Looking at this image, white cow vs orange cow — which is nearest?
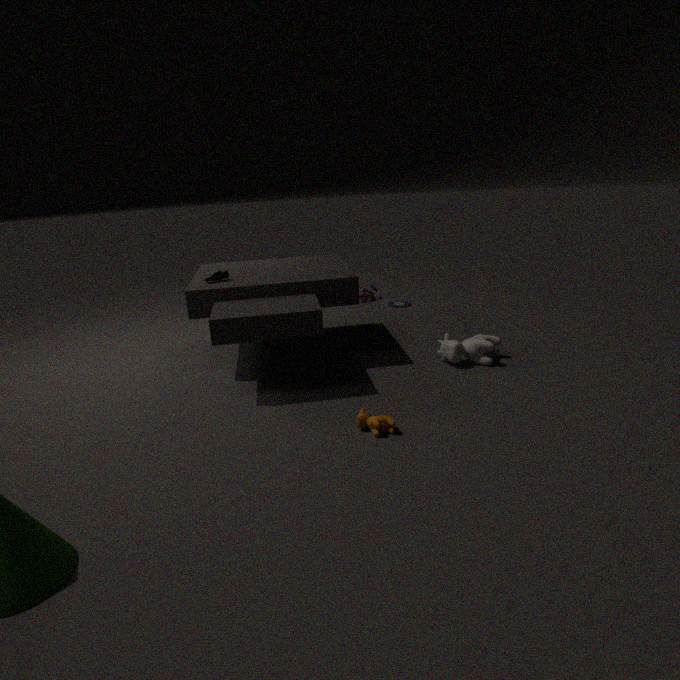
orange cow
